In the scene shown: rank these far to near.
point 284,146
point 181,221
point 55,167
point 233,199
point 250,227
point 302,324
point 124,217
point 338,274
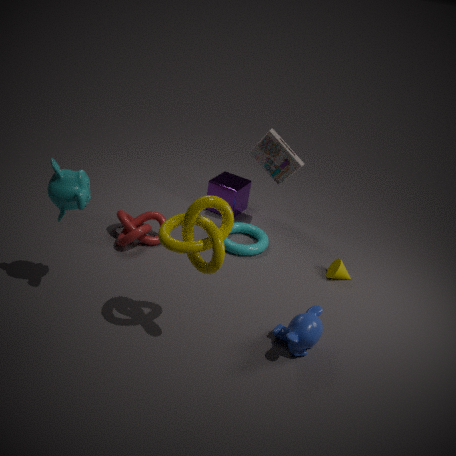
point 233,199, point 250,227, point 284,146, point 124,217, point 338,274, point 302,324, point 55,167, point 181,221
